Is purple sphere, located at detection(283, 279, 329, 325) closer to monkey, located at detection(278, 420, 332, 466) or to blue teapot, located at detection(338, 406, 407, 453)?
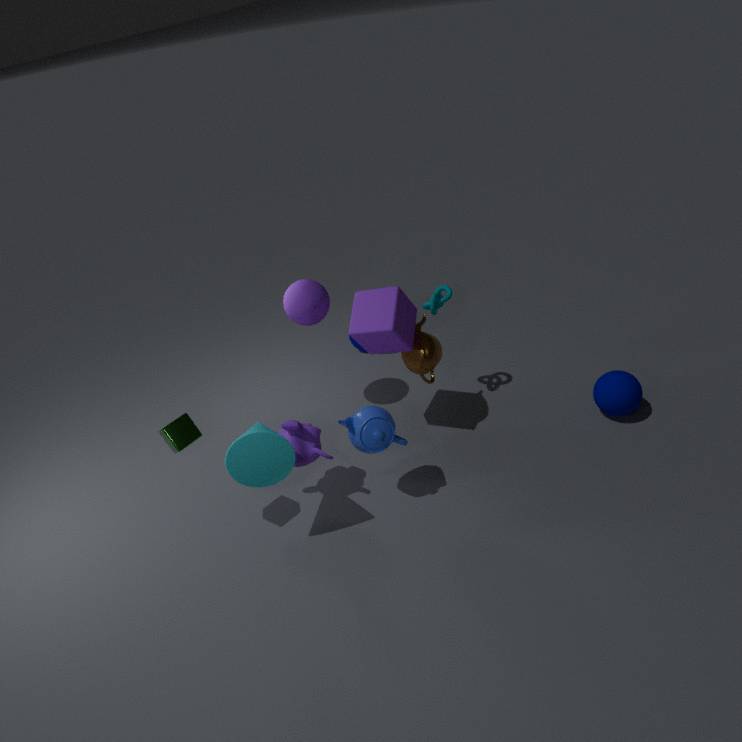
monkey, located at detection(278, 420, 332, 466)
